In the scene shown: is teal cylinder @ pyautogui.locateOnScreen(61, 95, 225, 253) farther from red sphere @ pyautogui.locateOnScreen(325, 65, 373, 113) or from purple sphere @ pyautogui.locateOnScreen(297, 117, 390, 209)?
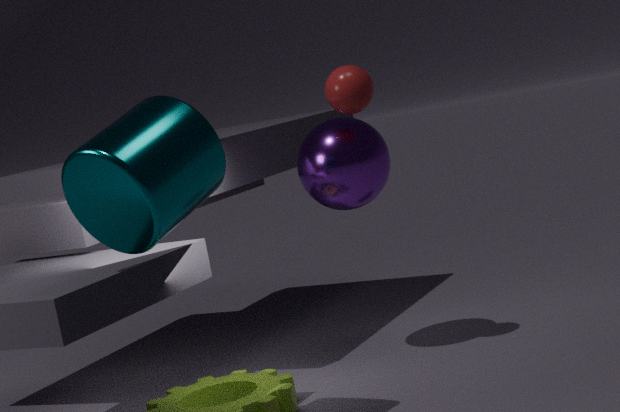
red sphere @ pyautogui.locateOnScreen(325, 65, 373, 113)
